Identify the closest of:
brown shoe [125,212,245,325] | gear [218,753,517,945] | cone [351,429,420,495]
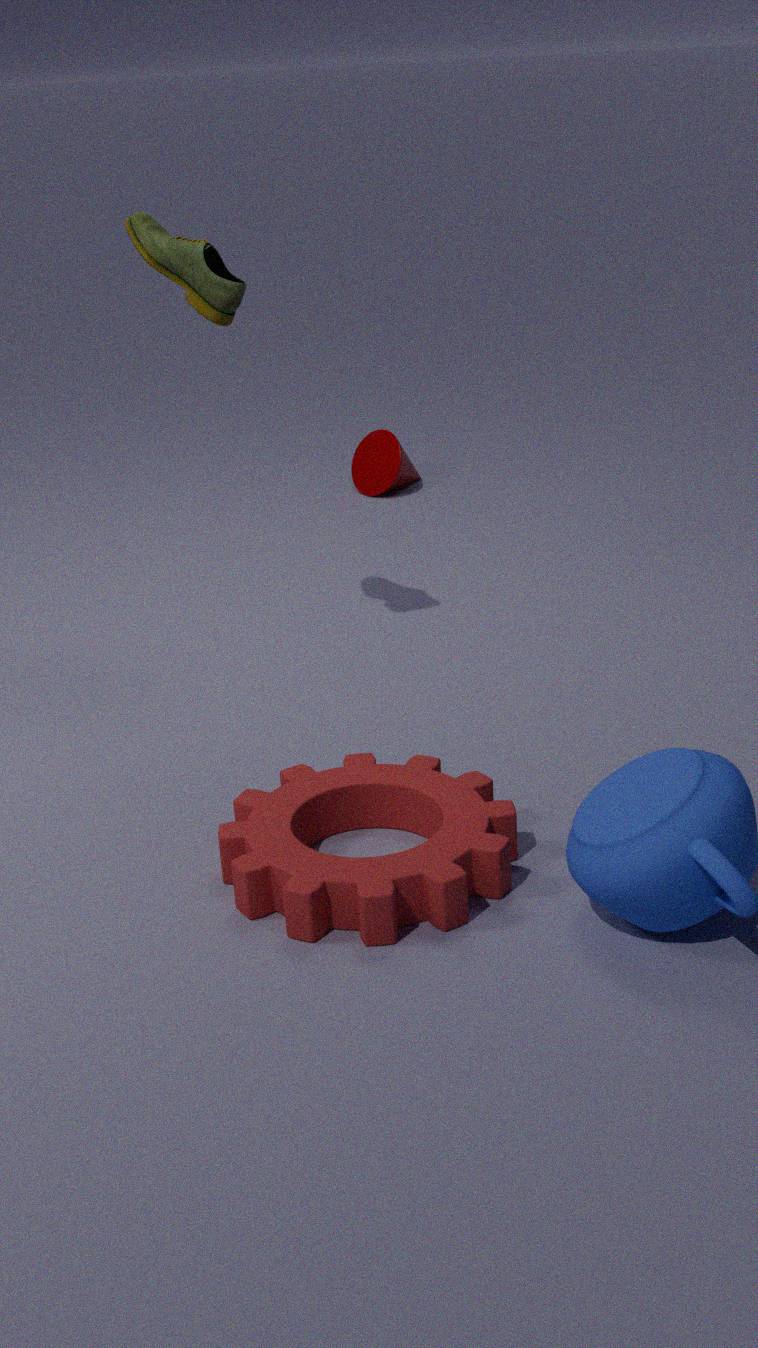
gear [218,753,517,945]
